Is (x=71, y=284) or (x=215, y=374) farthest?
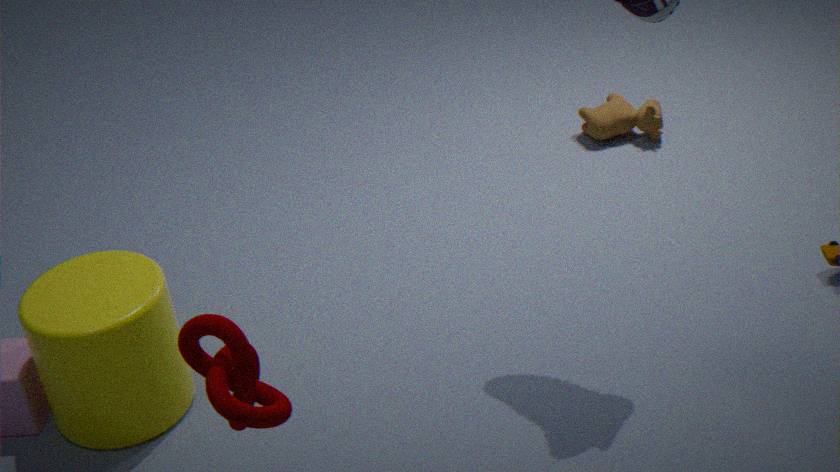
(x=71, y=284)
